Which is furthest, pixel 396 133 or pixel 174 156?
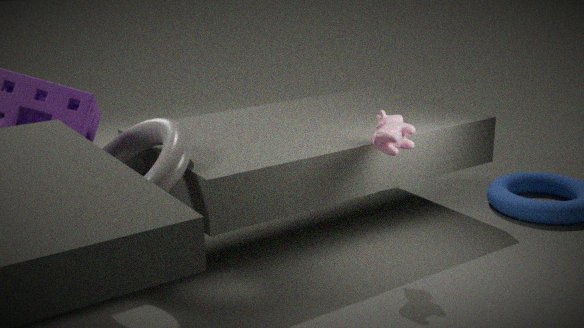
pixel 396 133
